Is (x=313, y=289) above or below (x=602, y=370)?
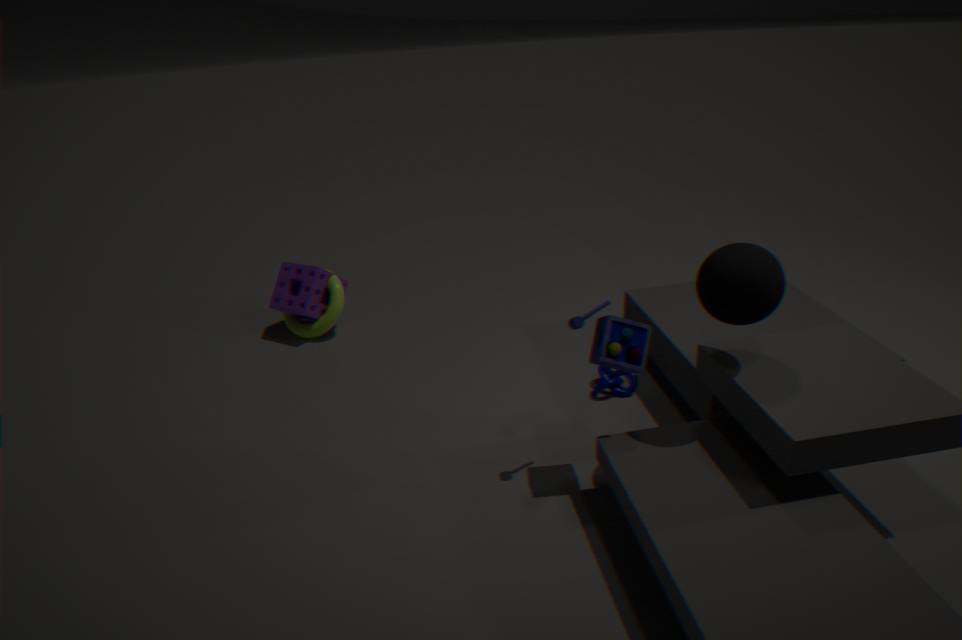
above
